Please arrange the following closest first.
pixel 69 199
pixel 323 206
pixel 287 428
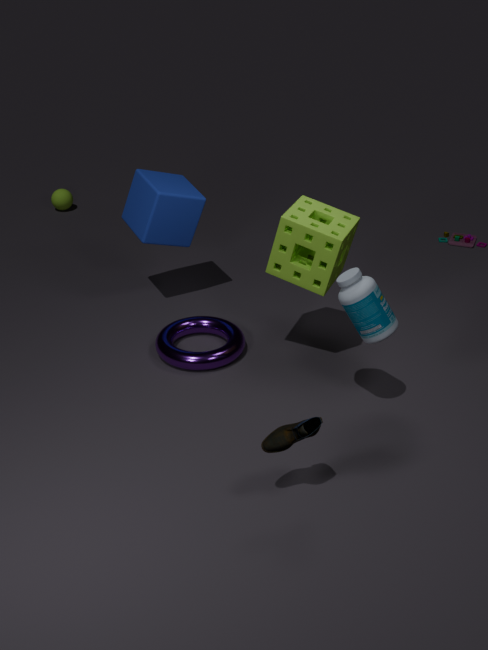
pixel 287 428 → pixel 323 206 → pixel 69 199
